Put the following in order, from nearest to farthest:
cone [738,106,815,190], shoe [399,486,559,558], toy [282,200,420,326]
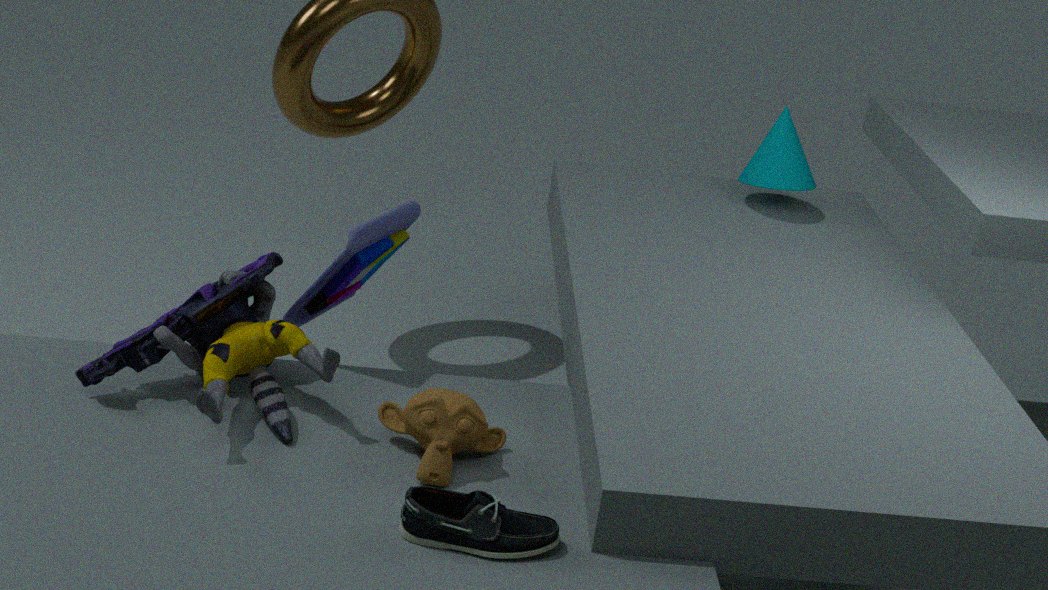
shoe [399,486,559,558], toy [282,200,420,326], cone [738,106,815,190]
